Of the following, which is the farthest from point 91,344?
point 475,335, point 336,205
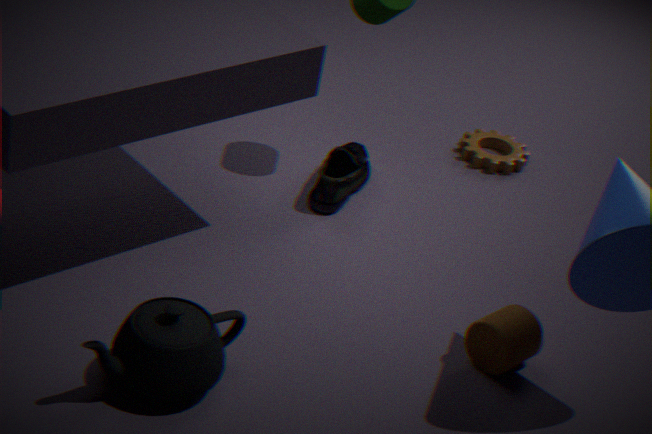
point 336,205
